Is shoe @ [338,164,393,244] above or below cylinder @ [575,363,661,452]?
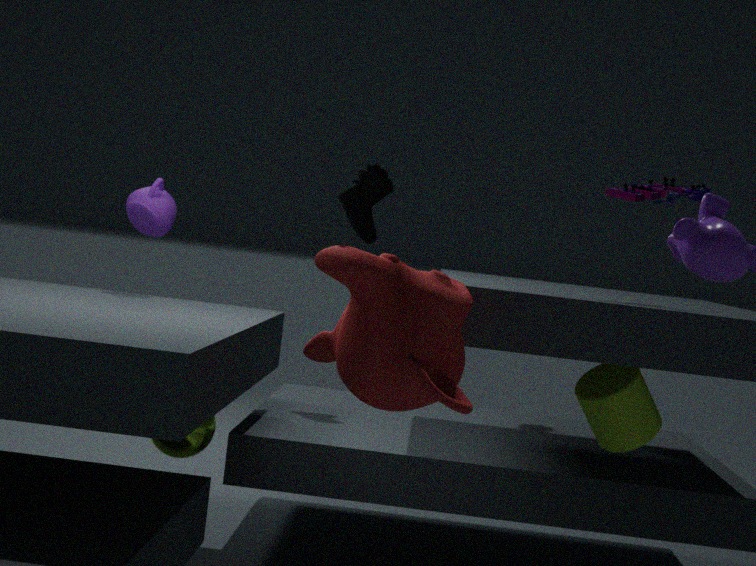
above
